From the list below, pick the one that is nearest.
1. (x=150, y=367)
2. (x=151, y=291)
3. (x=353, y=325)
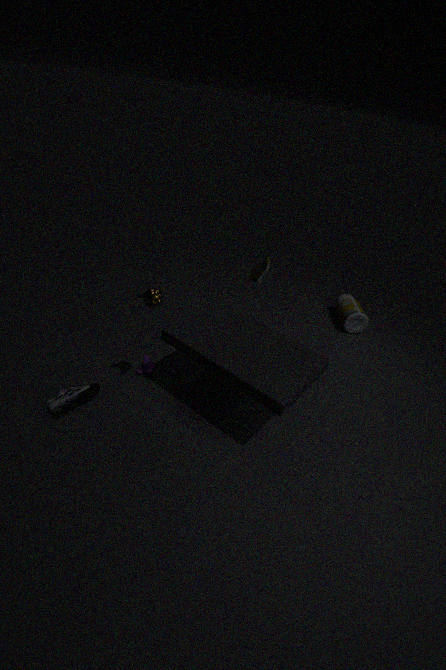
(x=151, y=291)
